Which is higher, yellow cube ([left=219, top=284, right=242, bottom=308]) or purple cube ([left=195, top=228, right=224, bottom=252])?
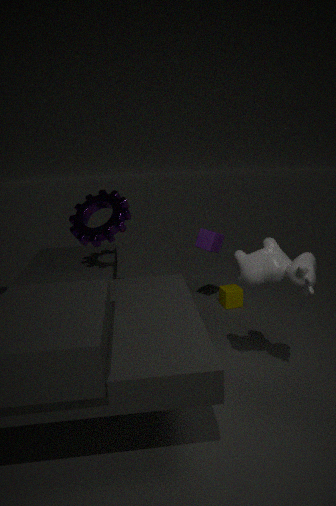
purple cube ([left=195, top=228, right=224, bottom=252])
